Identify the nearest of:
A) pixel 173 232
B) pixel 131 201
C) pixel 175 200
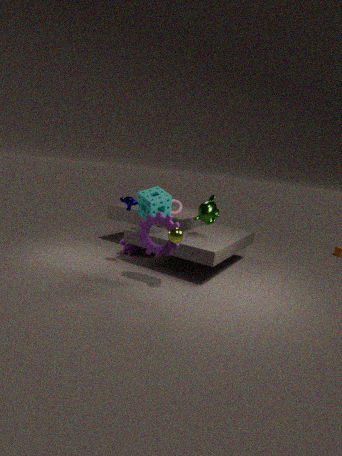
pixel 173 232
